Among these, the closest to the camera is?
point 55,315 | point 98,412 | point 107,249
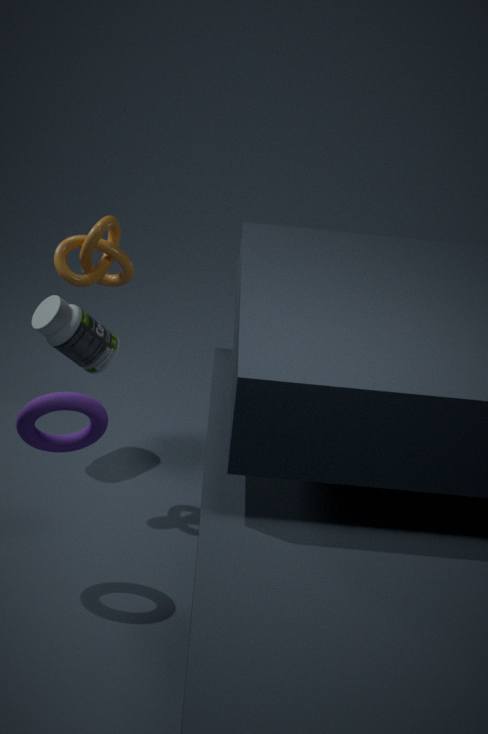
point 98,412
